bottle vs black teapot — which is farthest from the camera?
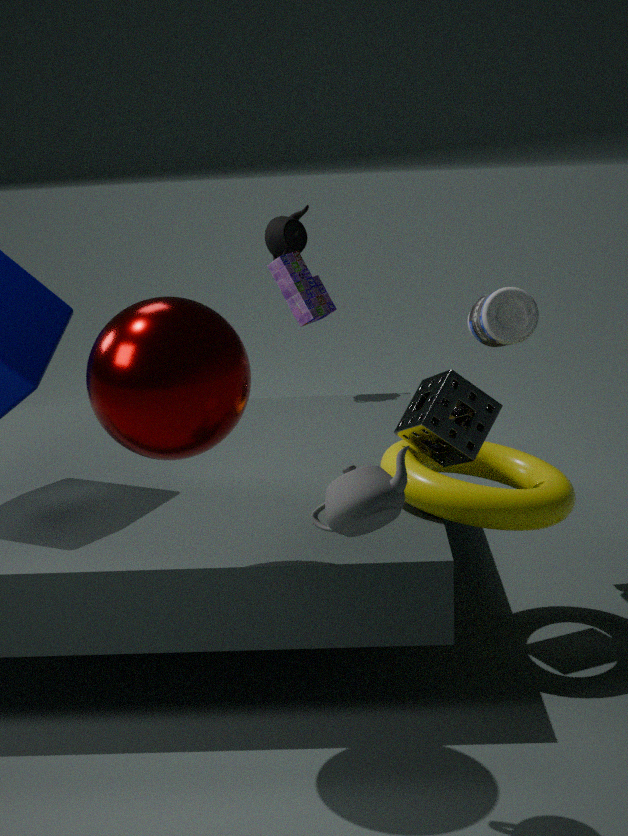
black teapot
